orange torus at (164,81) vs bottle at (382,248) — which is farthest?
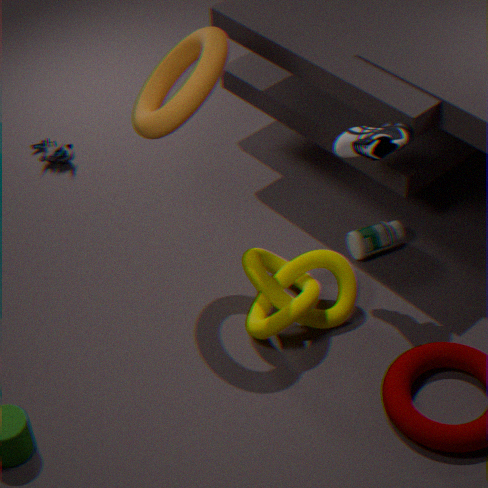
bottle at (382,248)
